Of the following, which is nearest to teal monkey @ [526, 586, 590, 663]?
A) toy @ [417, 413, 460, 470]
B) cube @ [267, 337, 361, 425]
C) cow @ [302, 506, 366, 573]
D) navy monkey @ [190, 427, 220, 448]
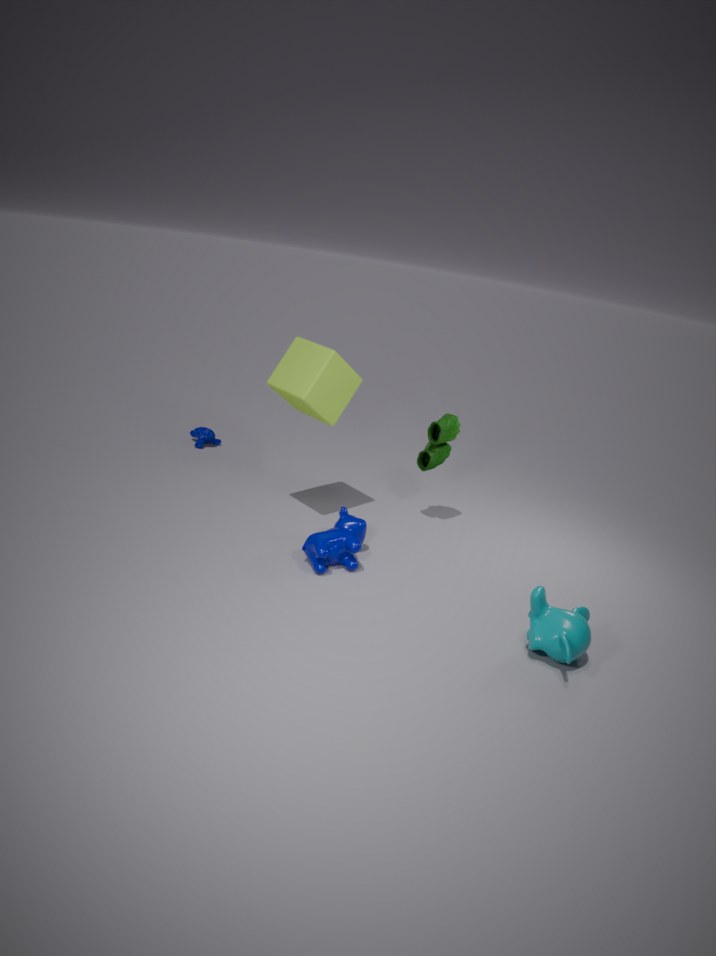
cow @ [302, 506, 366, 573]
